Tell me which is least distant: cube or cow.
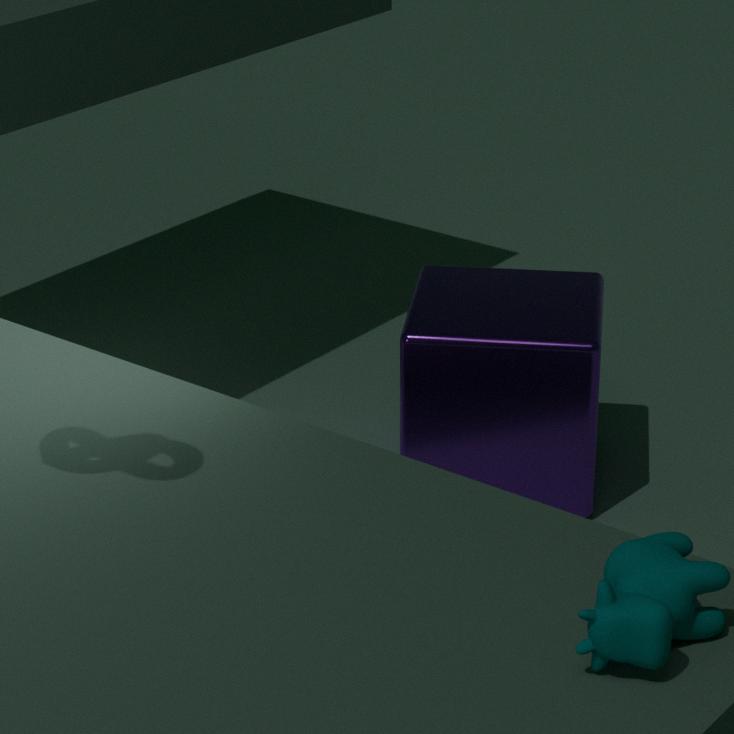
cow
